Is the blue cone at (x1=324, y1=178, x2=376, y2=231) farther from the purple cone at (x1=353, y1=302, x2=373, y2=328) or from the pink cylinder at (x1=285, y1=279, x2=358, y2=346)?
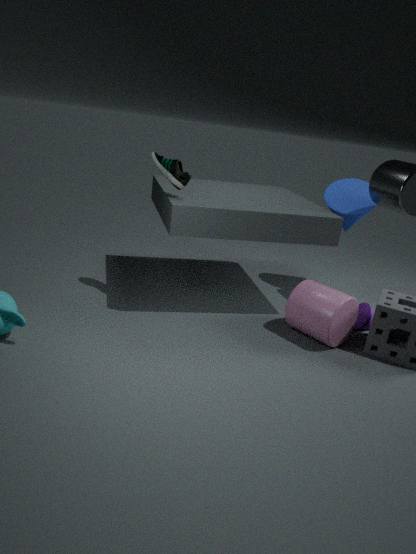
the pink cylinder at (x1=285, y1=279, x2=358, y2=346)
